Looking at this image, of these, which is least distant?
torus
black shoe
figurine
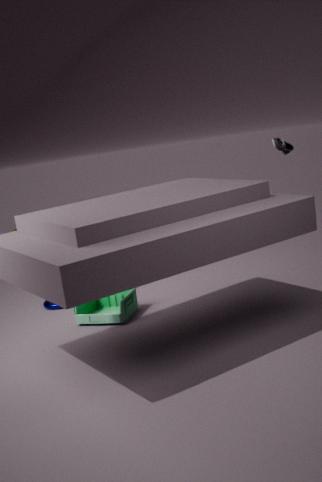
black shoe
